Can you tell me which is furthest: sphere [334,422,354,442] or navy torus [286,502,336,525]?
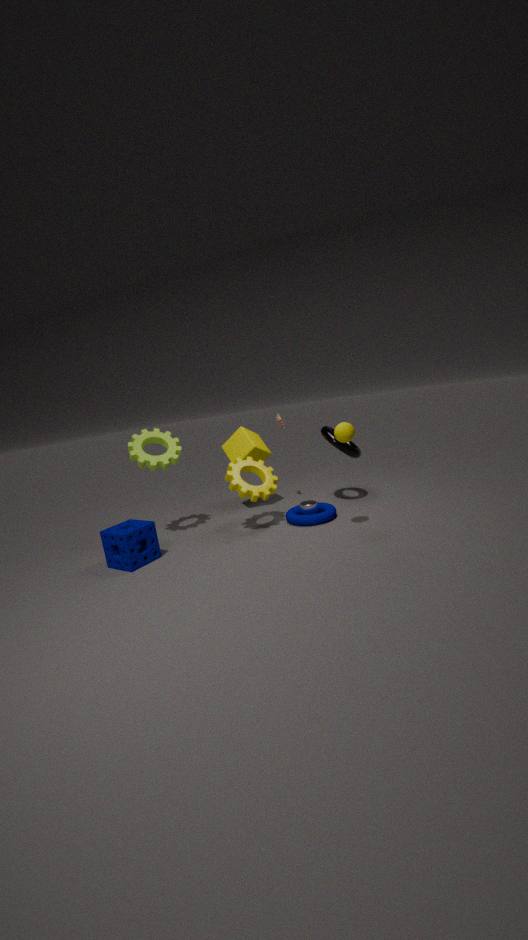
navy torus [286,502,336,525]
